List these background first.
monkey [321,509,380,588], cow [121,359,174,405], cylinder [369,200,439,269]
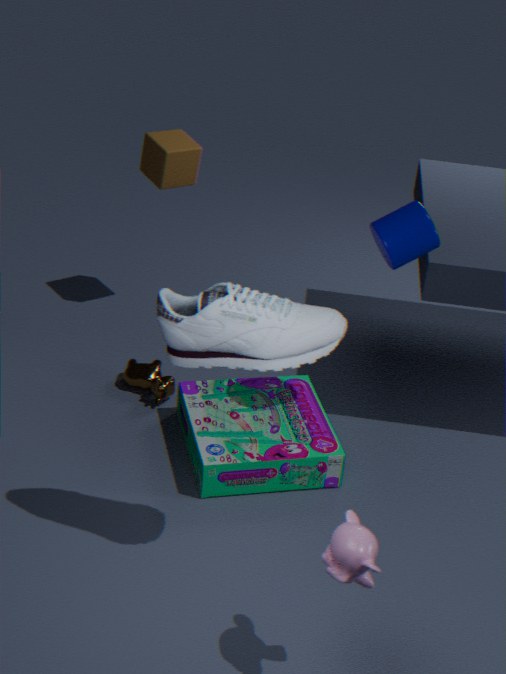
cow [121,359,174,405] < cylinder [369,200,439,269] < monkey [321,509,380,588]
